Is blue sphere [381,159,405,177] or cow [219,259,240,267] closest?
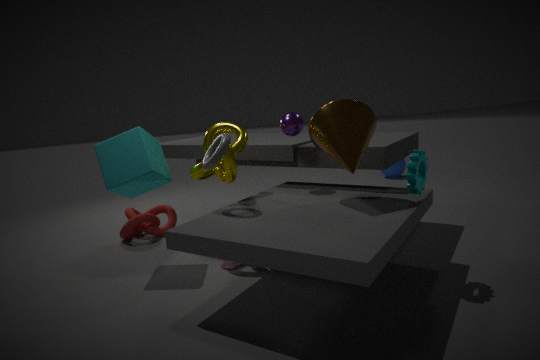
cow [219,259,240,267]
